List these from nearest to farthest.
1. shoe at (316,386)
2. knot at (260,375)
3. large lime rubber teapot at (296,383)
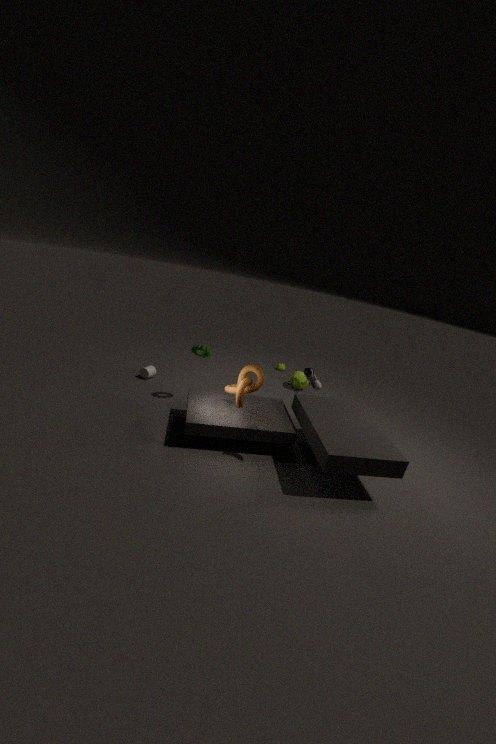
shoe at (316,386), knot at (260,375), large lime rubber teapot at (296,383)
